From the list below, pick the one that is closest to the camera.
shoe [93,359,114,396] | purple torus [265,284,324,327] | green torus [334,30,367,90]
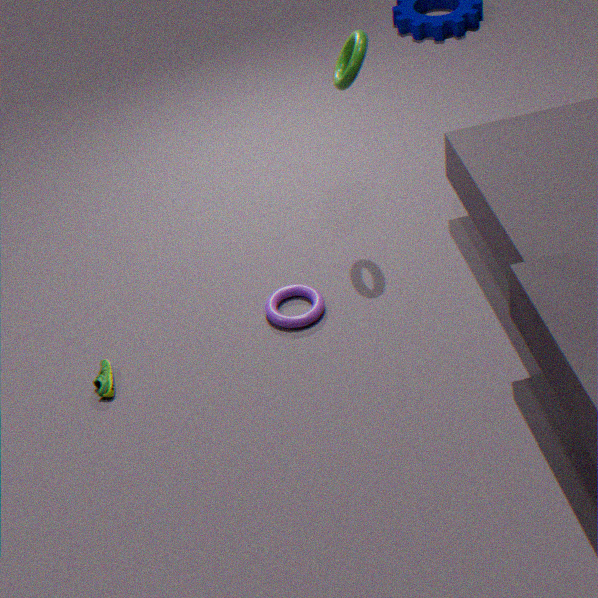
green torus [334,30,367,90]
